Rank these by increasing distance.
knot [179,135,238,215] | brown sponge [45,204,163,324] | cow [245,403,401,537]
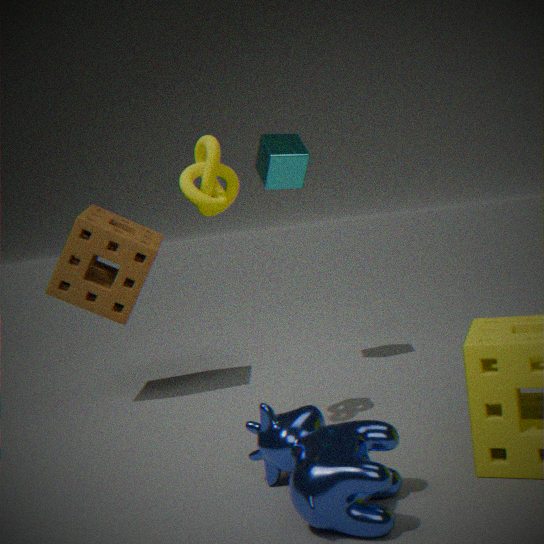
cow [245,403,401,537], knot [179,135,238,215], brown sponge [45,204,163,324]
